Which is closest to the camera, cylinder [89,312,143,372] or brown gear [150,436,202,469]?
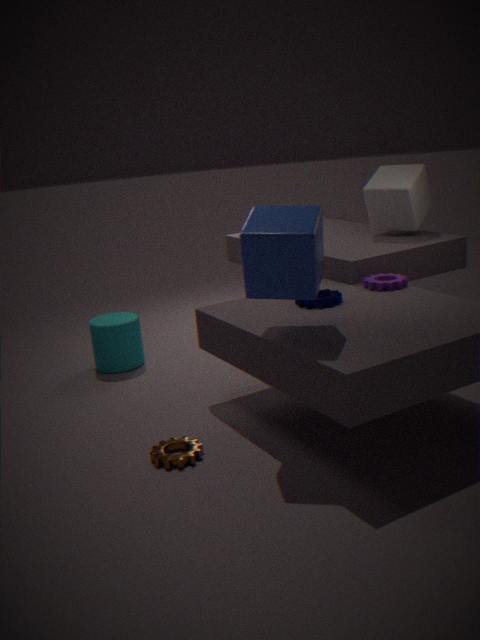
brown gear [150,436,202,469]
